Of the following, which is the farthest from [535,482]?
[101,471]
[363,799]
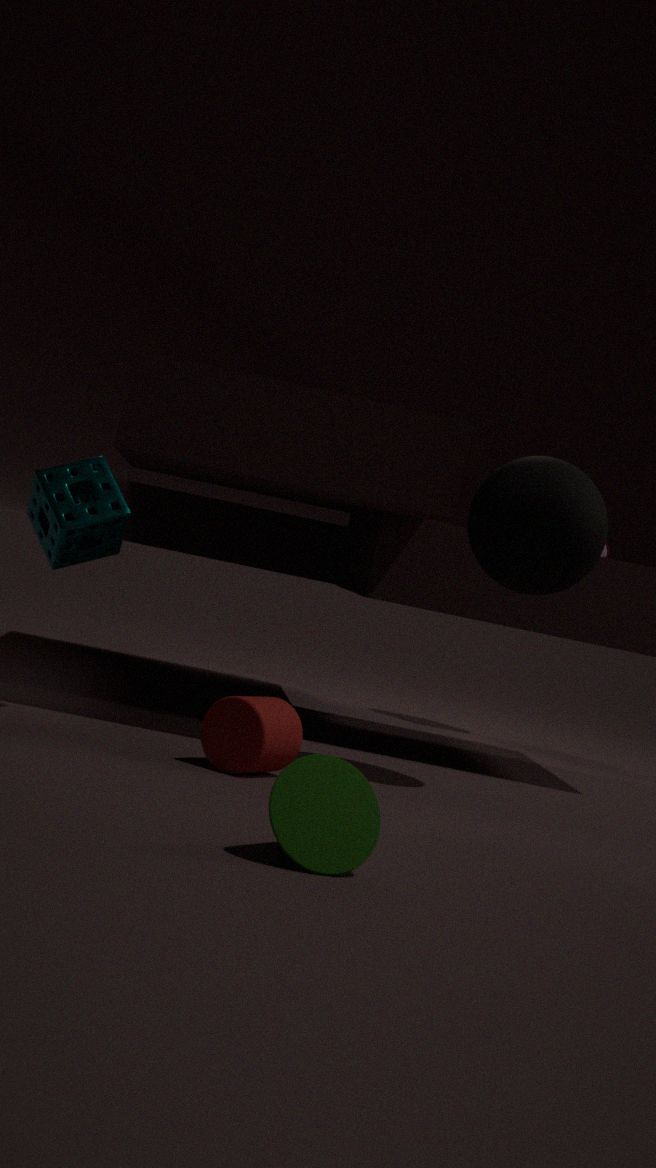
[363,799]
